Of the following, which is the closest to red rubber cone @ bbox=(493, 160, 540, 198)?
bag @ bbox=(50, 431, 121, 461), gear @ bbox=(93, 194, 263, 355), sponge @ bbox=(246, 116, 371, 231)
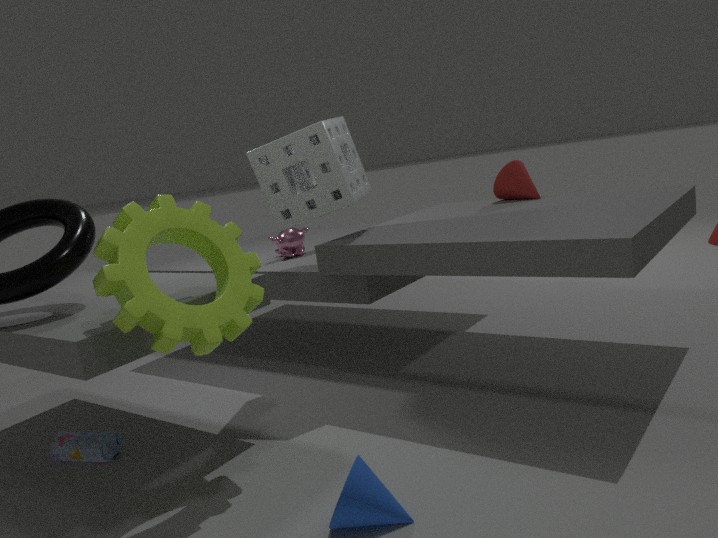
sponge @ bbox=(246, 116, 371, 231)
